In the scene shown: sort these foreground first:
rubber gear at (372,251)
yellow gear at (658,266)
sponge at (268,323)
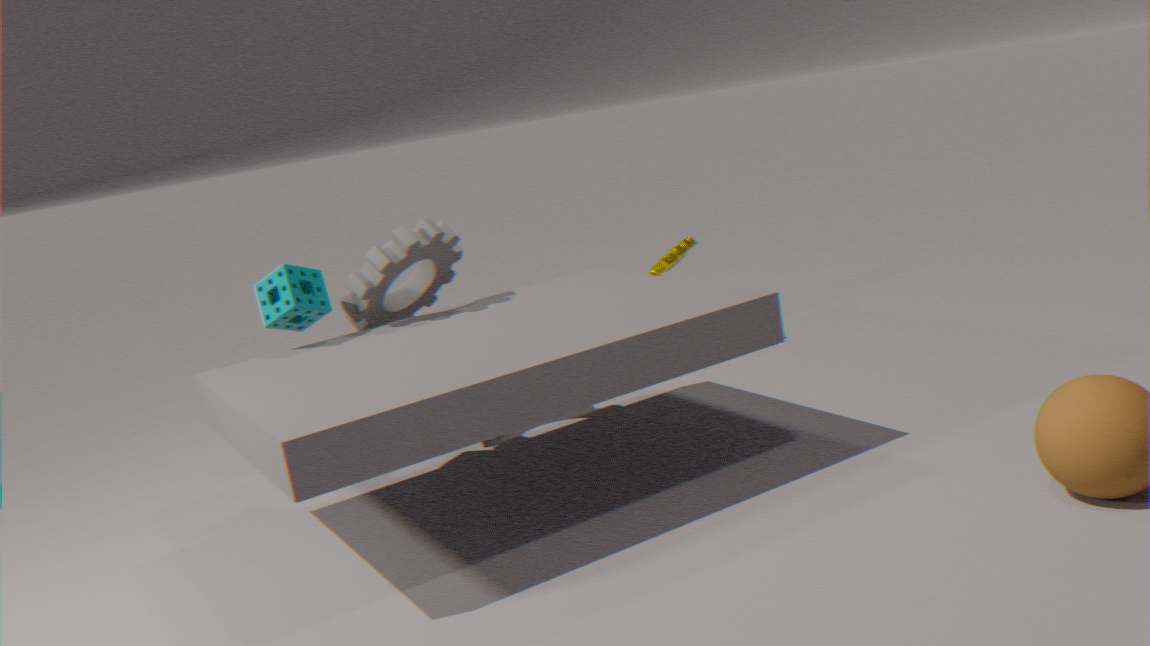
sponge at (268,323) < rubber gear at (372,251) < yellow gear at (658,266)
